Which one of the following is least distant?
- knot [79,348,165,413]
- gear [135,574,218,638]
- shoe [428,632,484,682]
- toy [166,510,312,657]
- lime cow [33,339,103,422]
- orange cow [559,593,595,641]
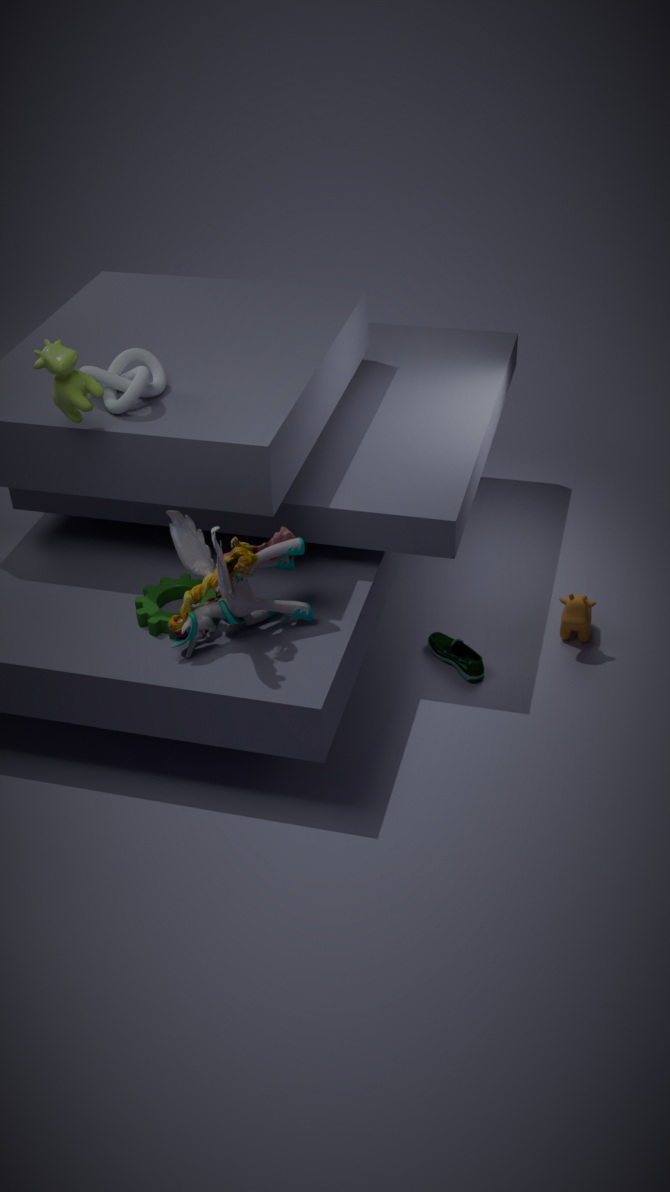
lime cow [33,339,103,422]
